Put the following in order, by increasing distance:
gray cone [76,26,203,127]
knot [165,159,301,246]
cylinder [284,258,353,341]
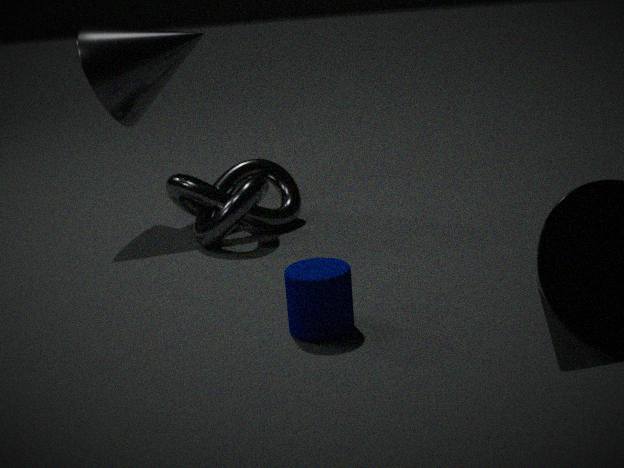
cylinder [284,258,353,341], knot [165,159,301,246], gray cone [76,26,203,127]
